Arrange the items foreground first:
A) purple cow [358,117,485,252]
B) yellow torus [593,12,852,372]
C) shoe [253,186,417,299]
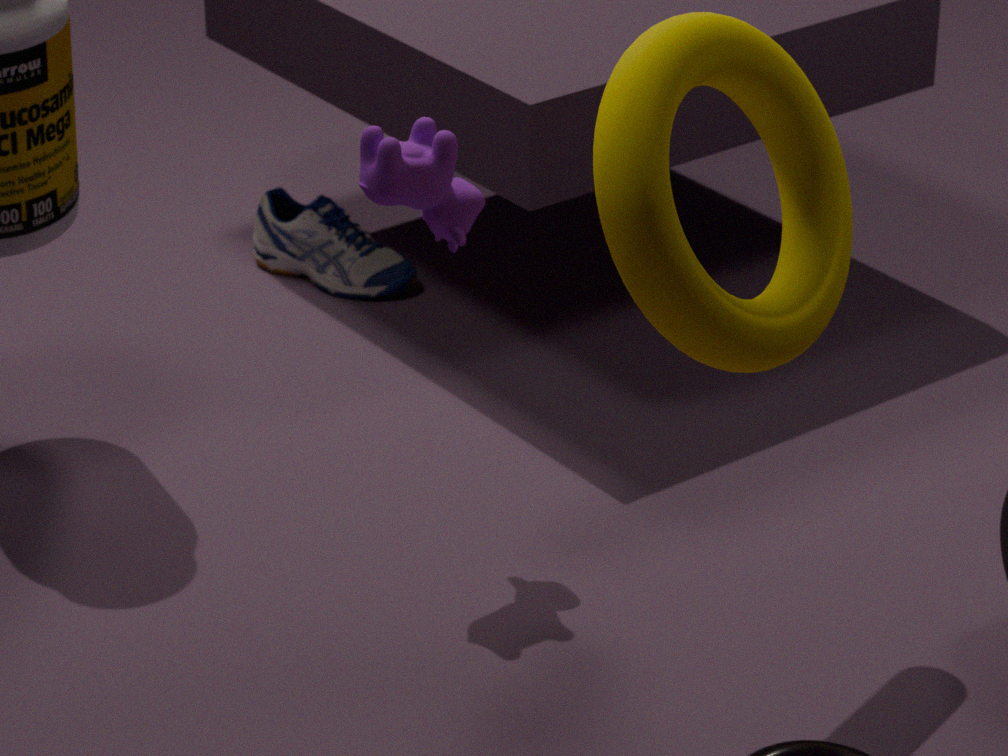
yellow torus [593,12,852,372], purple cow [358,117,485,252], shoe [253,186,417,299]
